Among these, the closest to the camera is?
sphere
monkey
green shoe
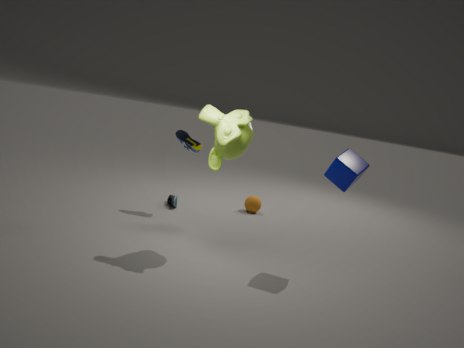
monkey
